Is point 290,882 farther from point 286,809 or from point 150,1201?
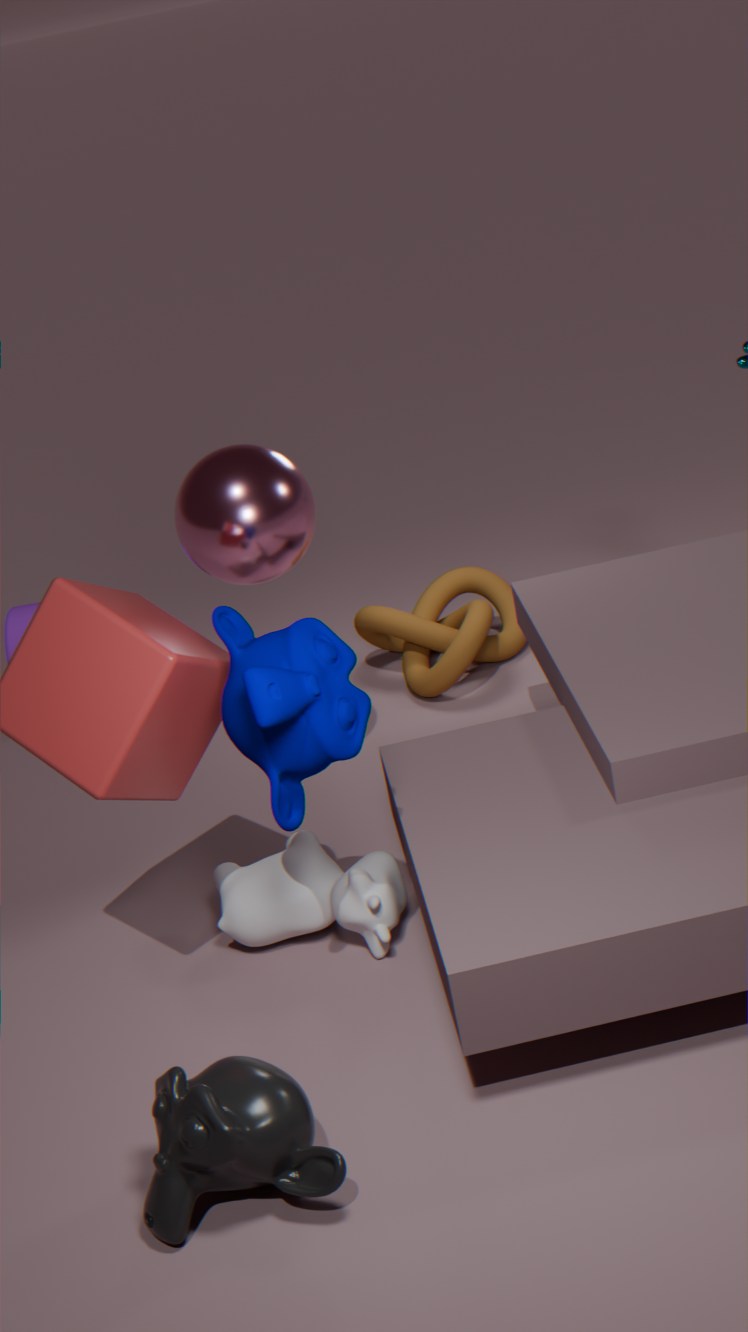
point 150,1201
